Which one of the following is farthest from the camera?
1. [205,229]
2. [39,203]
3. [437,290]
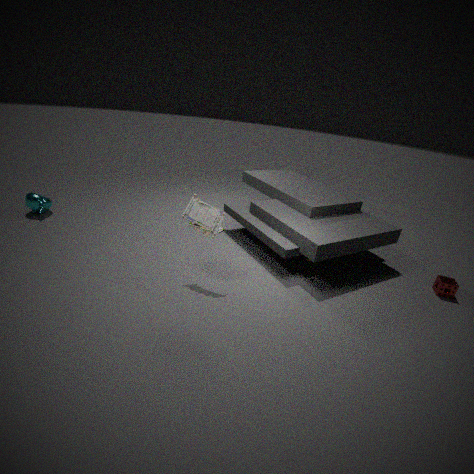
[39,203]
